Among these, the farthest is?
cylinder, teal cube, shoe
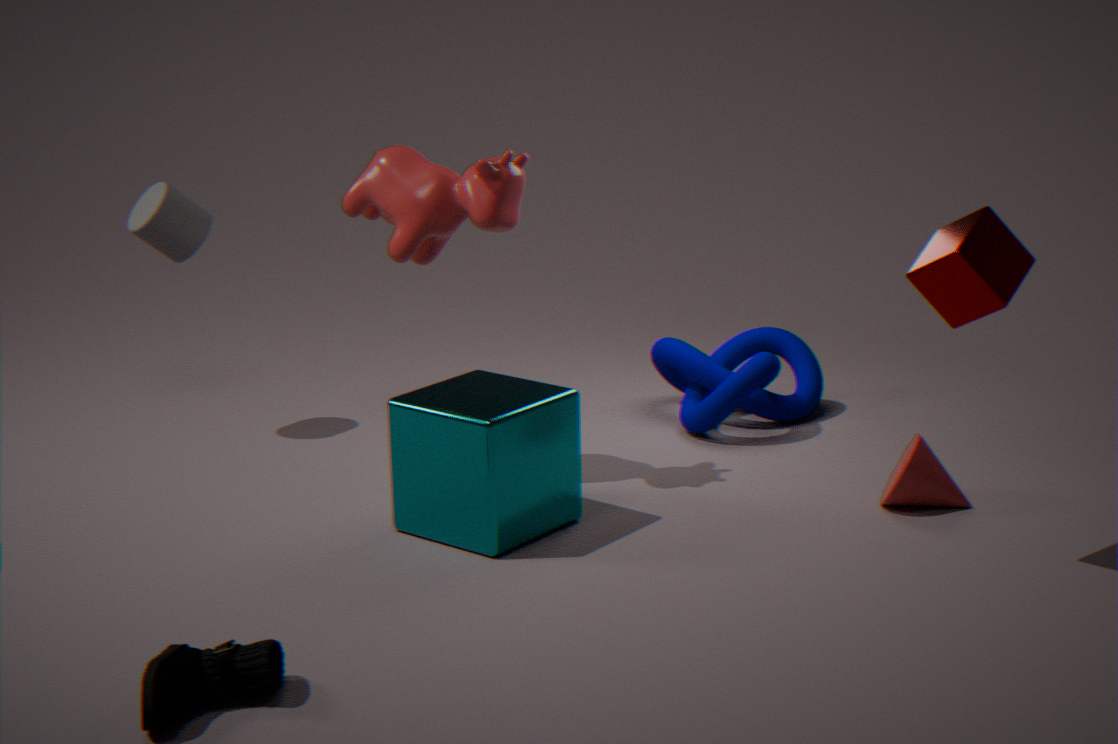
cylinder
